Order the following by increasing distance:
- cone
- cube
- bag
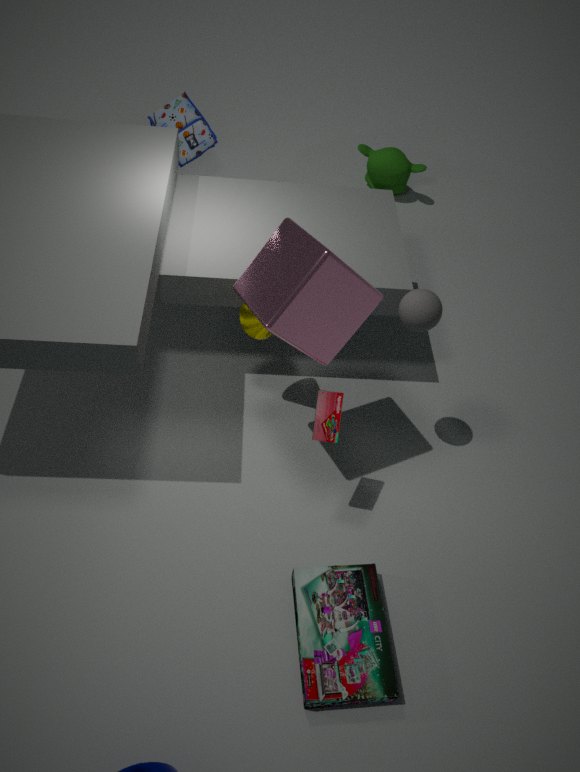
cube < cone < bag
